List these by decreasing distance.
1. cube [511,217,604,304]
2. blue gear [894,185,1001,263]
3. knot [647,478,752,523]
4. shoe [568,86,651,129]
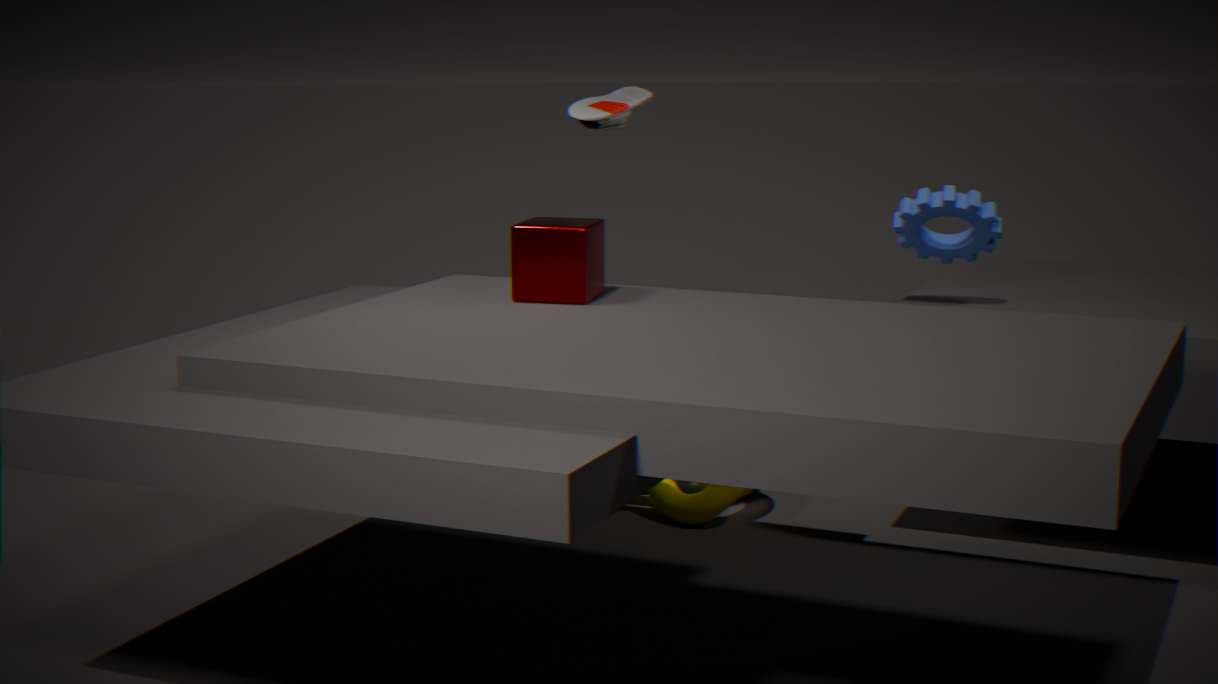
knot [647,478,752,523], shoe [568,86,651,129], blue gear [894,185,1001,263], cube [511,217,604,304]
